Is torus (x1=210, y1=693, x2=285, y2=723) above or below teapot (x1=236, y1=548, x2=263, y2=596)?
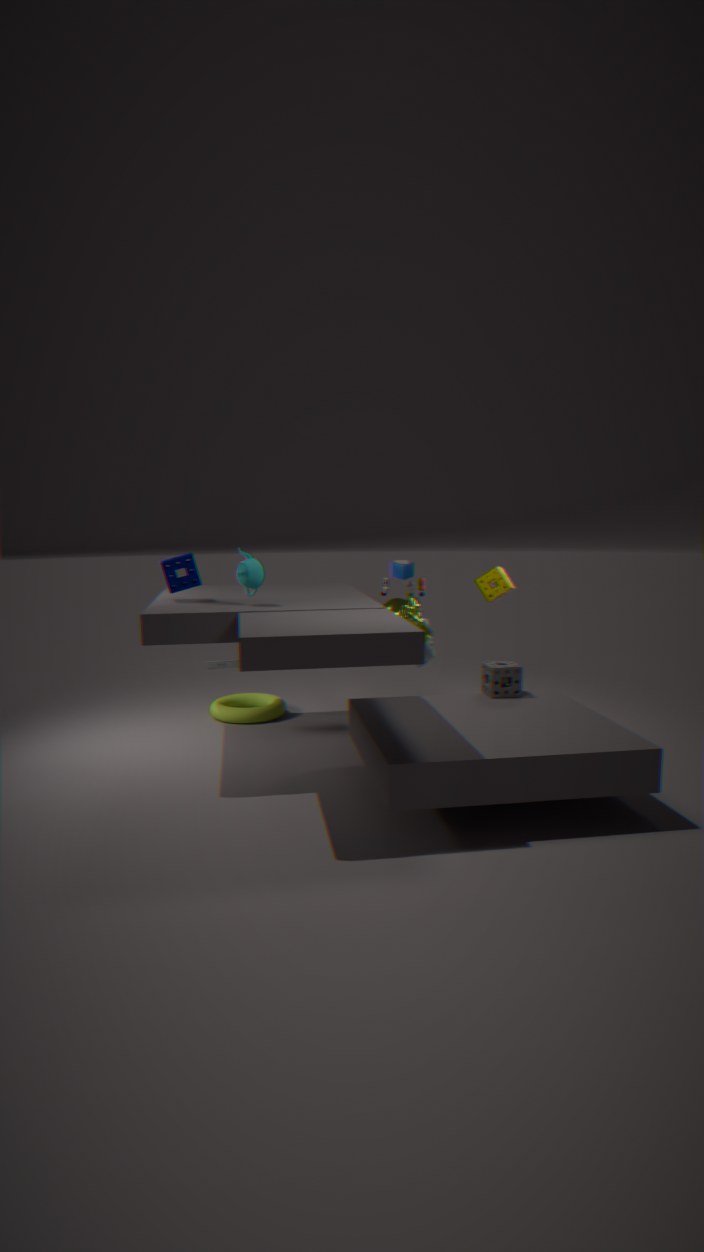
below
